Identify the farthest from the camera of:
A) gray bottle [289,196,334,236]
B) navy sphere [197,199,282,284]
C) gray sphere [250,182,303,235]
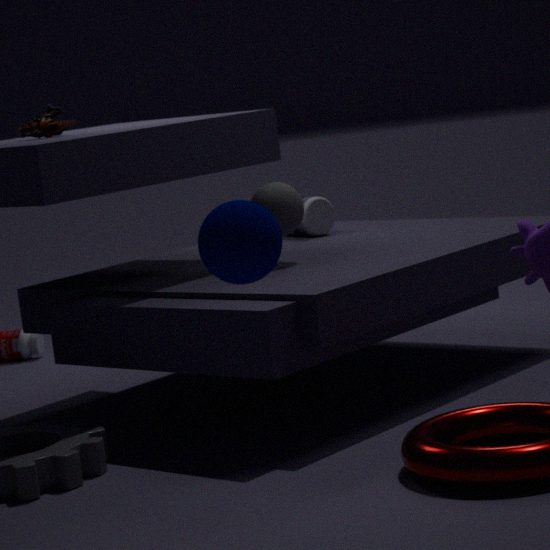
A. gray bottle [289,196,334,236]
